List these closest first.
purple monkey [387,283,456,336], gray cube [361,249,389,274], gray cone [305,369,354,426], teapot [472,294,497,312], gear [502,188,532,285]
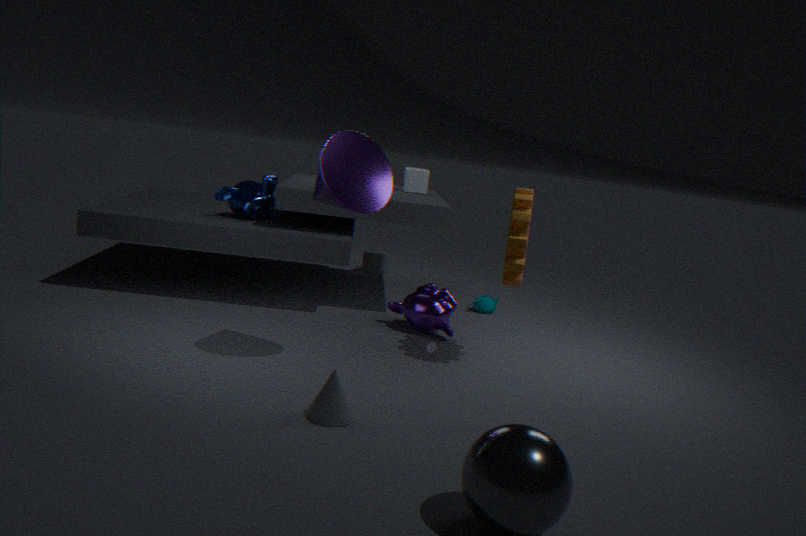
gray cone [305,369,354,426] → gear [502,188,532,285] → purple monkey [387,283,456,336] → teapot [472,294,497,312] → gray cube [361,249,389,274]
